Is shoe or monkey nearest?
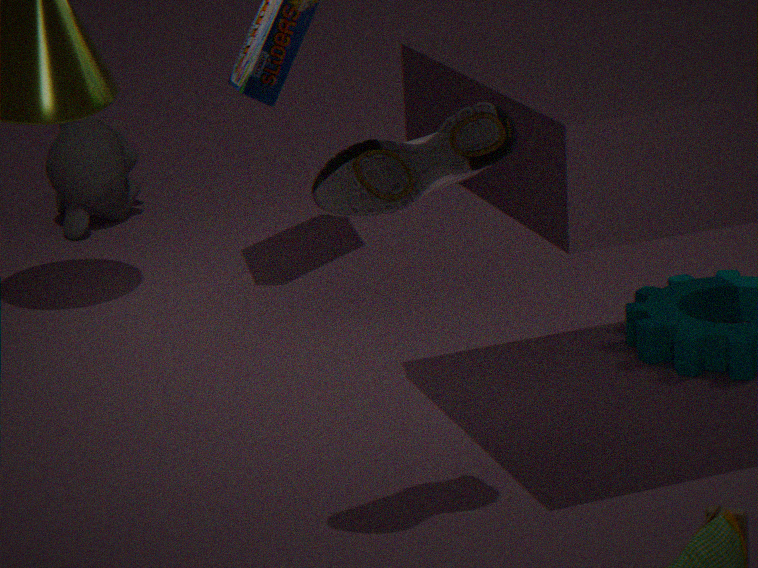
shoe
